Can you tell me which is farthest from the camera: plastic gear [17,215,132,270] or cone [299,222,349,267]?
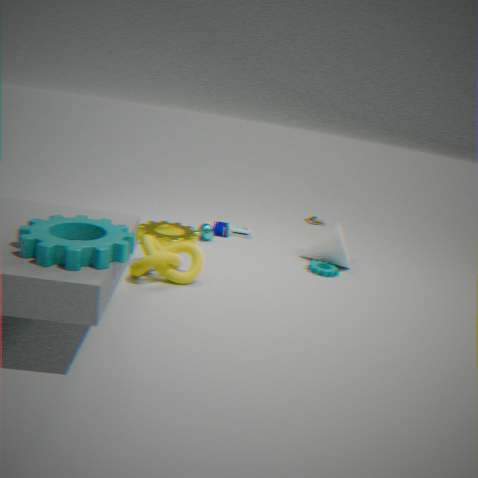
cone [299,222,349,267]
